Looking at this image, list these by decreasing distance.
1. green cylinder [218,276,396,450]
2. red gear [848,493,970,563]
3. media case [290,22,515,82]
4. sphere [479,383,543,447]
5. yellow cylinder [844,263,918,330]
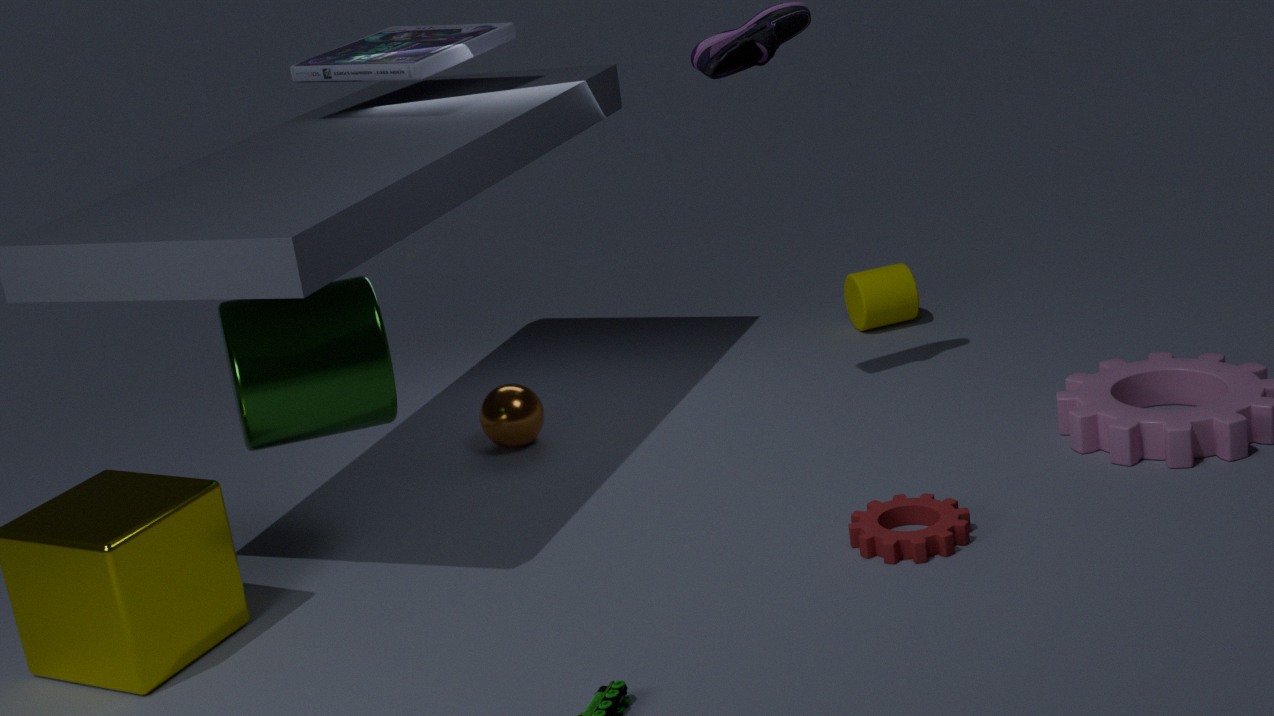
yellow cylinder [844,263,918,330] < sphere [479,383,543,447] < media case [290,22,515,82] < green cylinder [218,276,396,450] < red gear [848,493,970,563]
